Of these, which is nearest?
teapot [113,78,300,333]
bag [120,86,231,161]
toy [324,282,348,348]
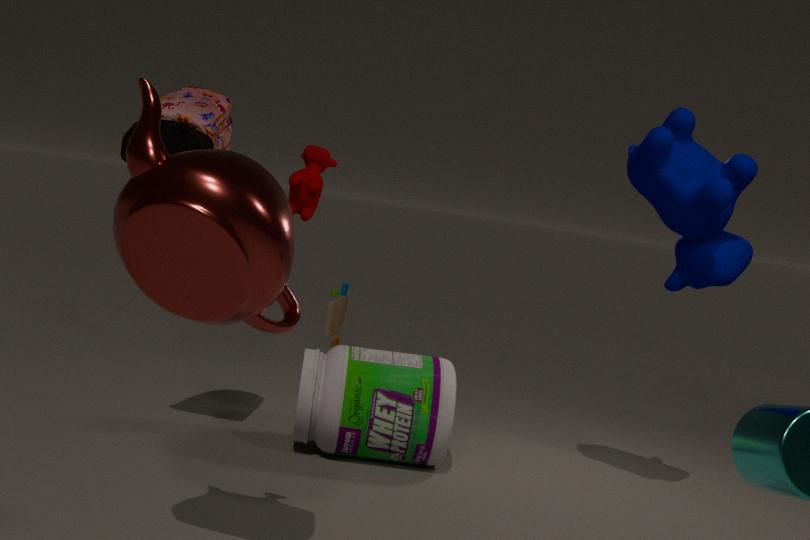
teapot [113,78,300,333]
